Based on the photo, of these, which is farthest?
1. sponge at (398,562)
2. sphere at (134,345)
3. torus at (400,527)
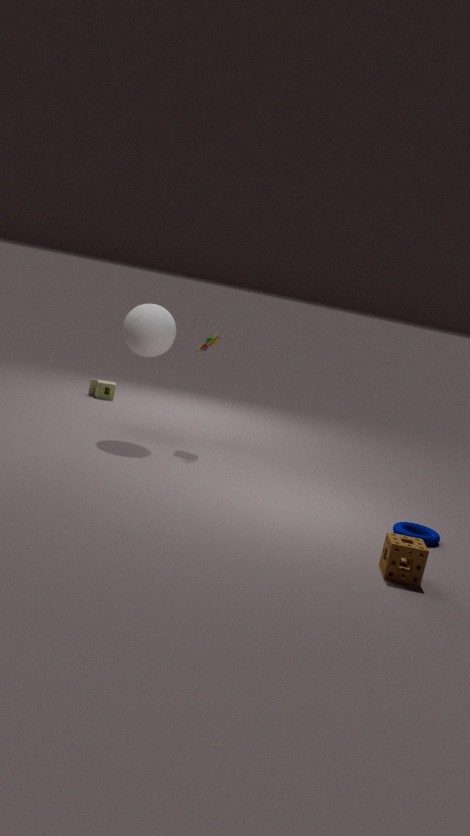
sphere at (134,345)
